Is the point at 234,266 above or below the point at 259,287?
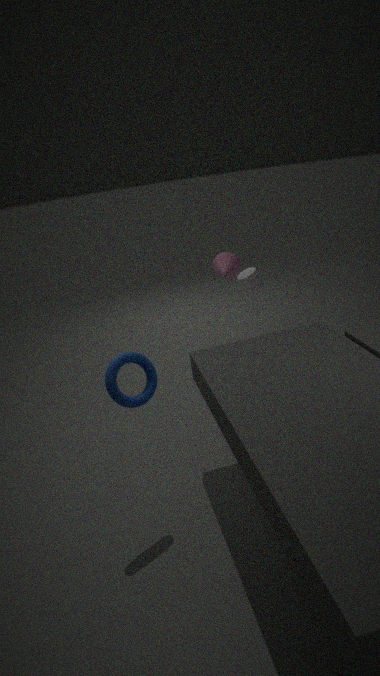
above
